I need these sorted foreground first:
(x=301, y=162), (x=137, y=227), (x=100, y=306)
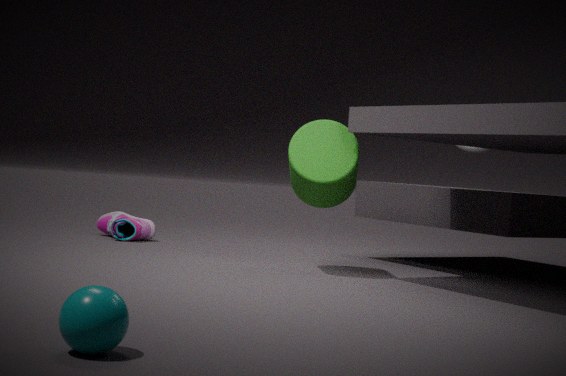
(x=100, y=306) < (x=301, y=162) < (x=137, y=227)
